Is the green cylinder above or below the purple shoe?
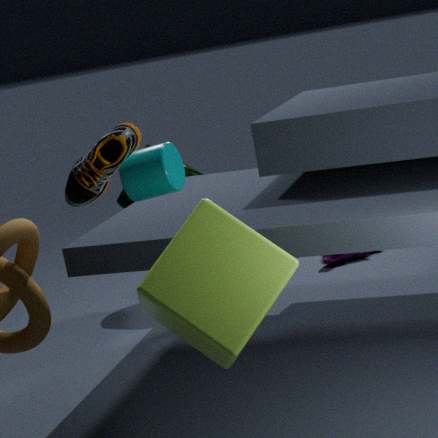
above
